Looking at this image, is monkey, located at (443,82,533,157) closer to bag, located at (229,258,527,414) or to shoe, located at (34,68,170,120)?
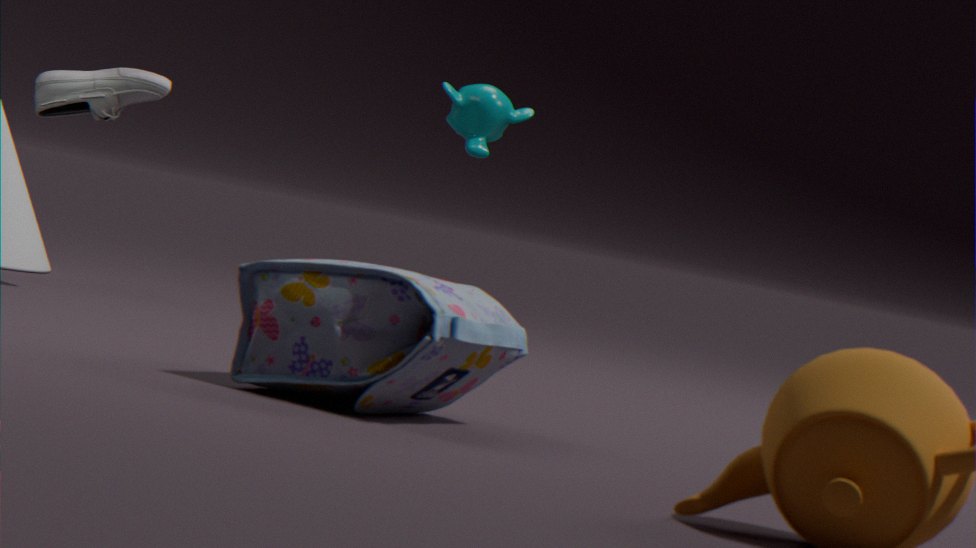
shoe, located at (34,68,170,120)
